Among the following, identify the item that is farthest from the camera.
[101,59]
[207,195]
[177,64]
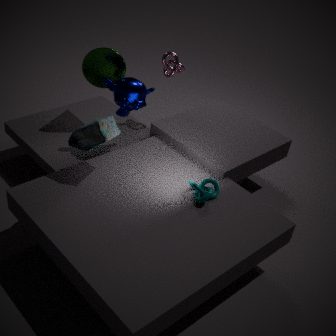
[177,64]
